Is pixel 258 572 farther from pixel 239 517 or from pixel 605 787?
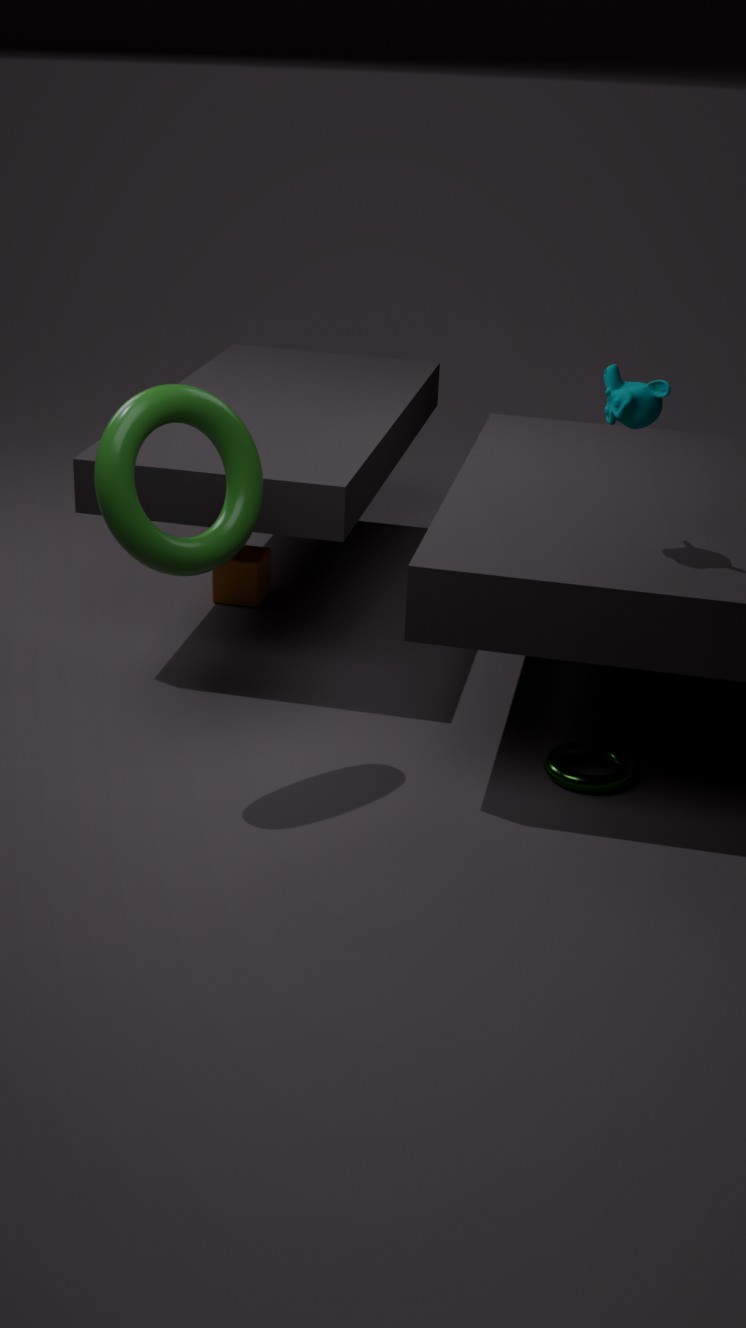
pixel 605 787
